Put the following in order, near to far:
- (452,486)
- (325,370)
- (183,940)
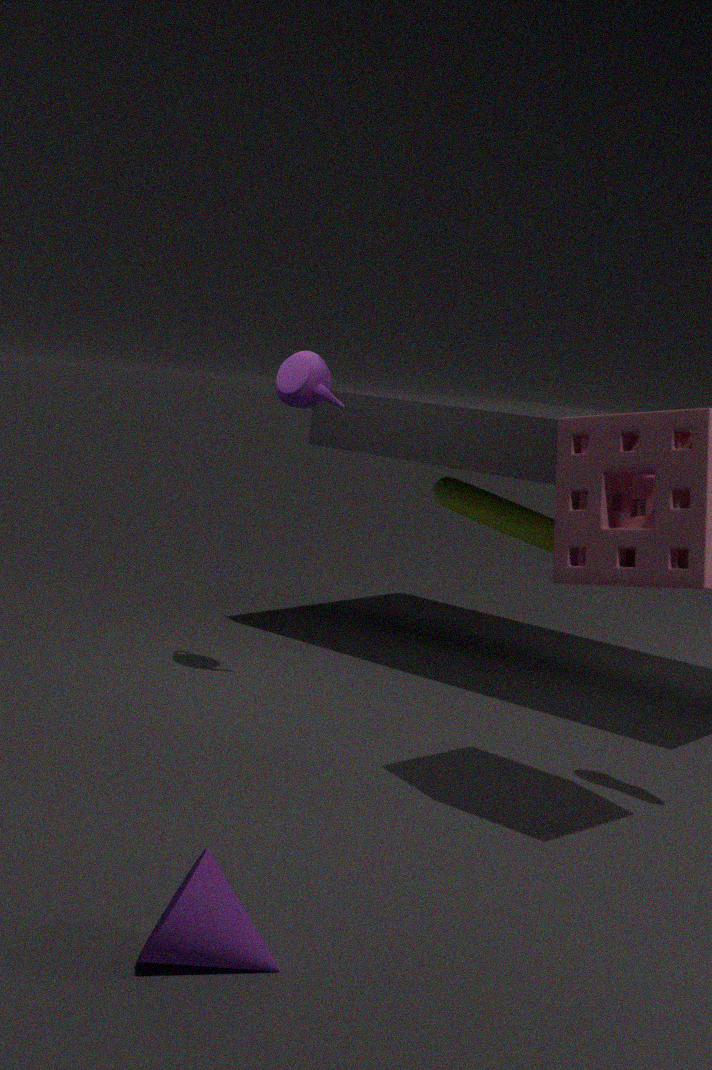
(183,940) < (325,370) < (452,486)
